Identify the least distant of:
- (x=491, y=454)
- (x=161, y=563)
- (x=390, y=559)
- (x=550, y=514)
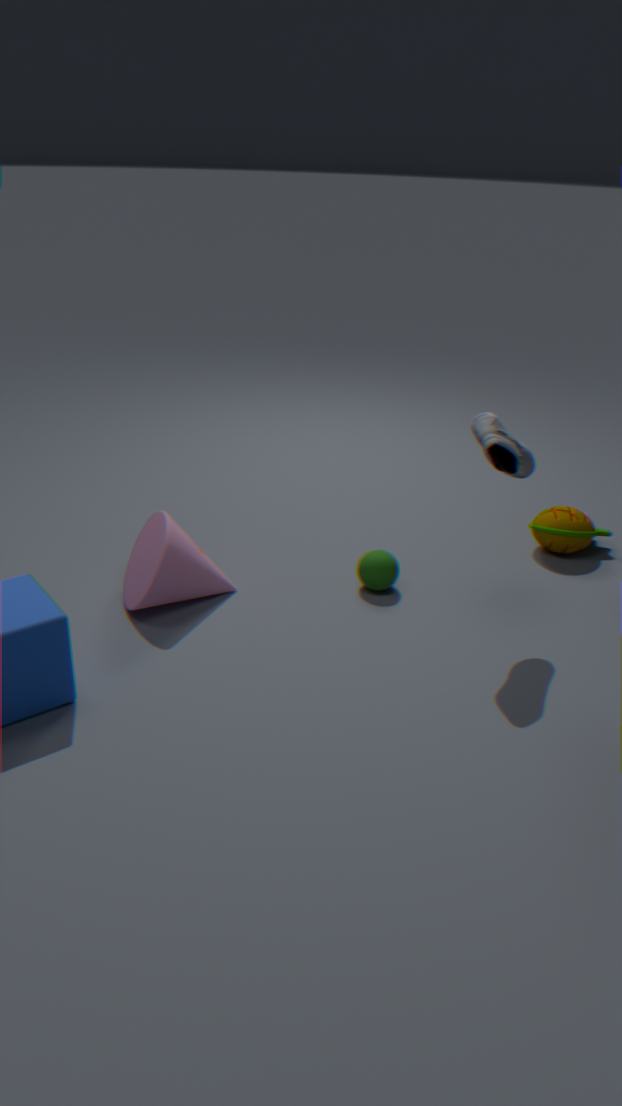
(x=491, y=454)
